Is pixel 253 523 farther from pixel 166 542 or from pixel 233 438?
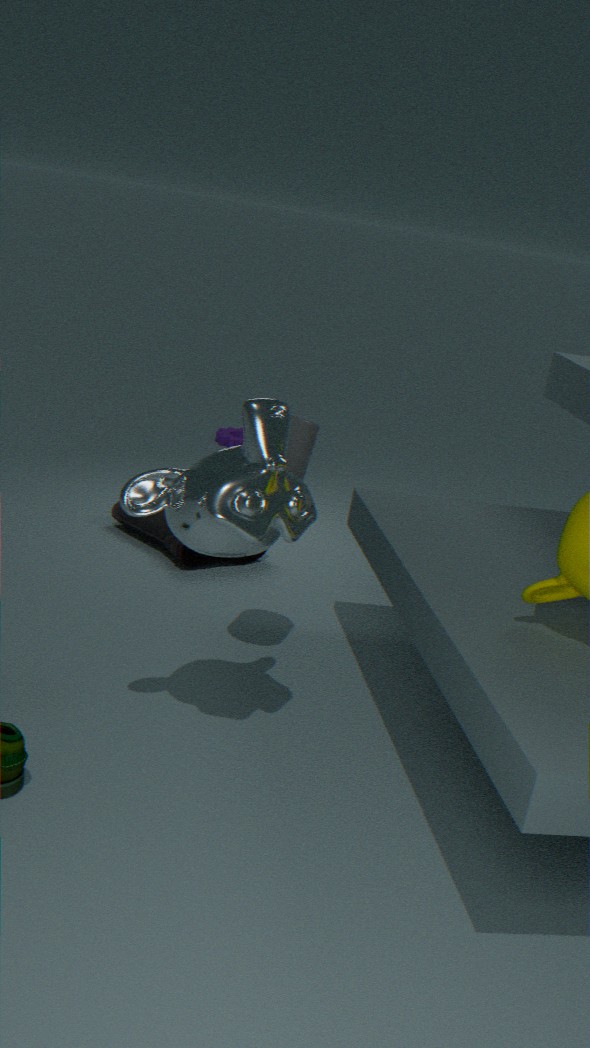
pixel 233 438
